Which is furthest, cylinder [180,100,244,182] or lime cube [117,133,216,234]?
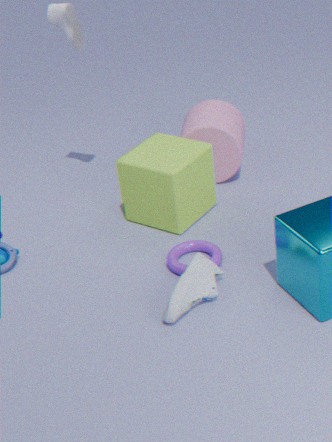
cylinder [180,100,244,182]
